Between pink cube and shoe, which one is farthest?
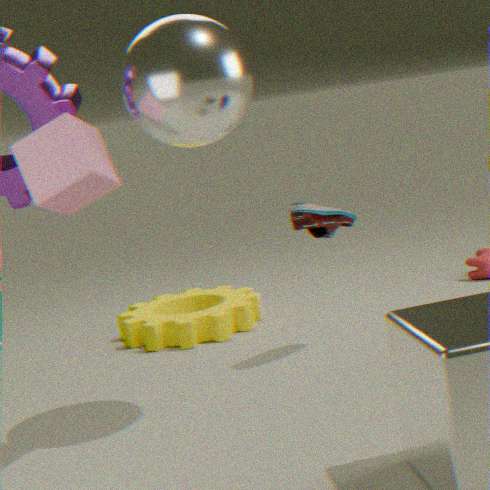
shoe
